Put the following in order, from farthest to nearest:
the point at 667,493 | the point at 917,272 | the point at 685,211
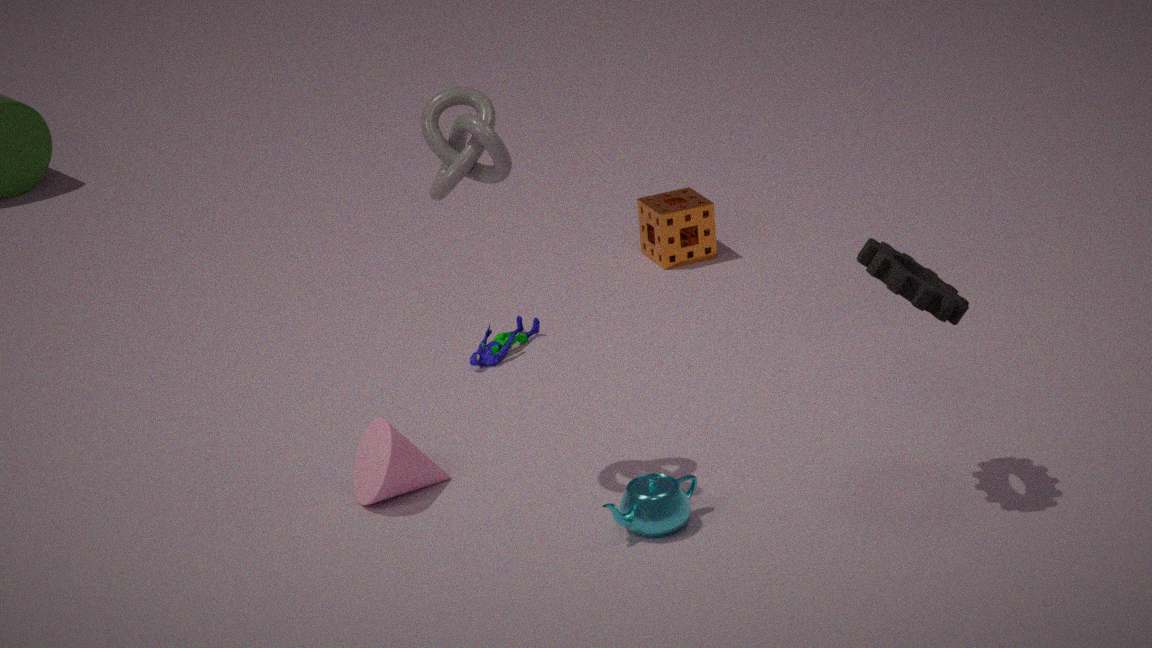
1. the point at 685,211
2. the point at 917,272
3. the point at 667,493
